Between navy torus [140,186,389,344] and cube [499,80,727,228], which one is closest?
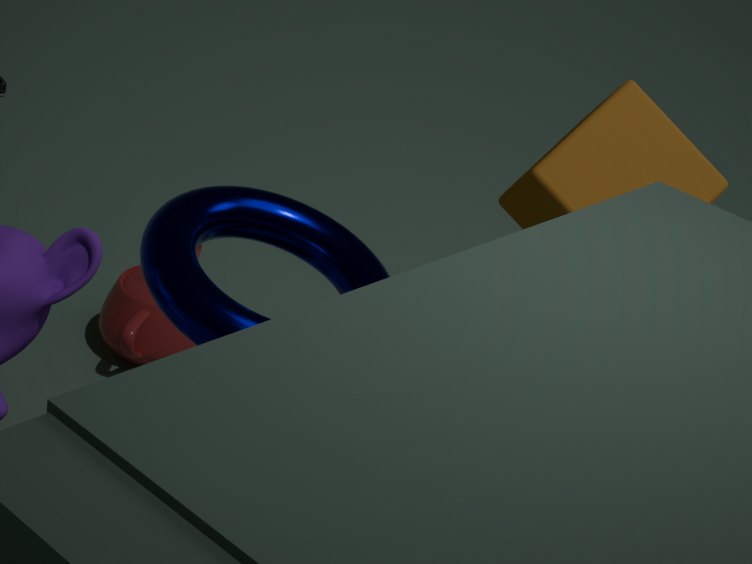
navy torus [140,186,389,344]
